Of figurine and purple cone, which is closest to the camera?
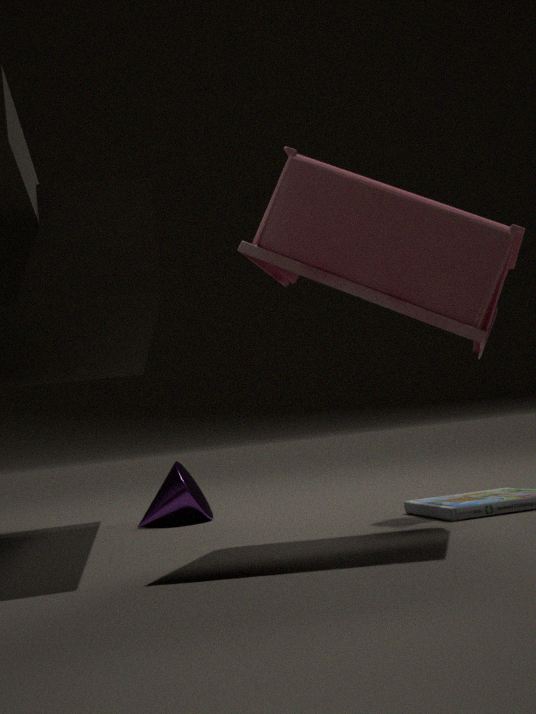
figurine
